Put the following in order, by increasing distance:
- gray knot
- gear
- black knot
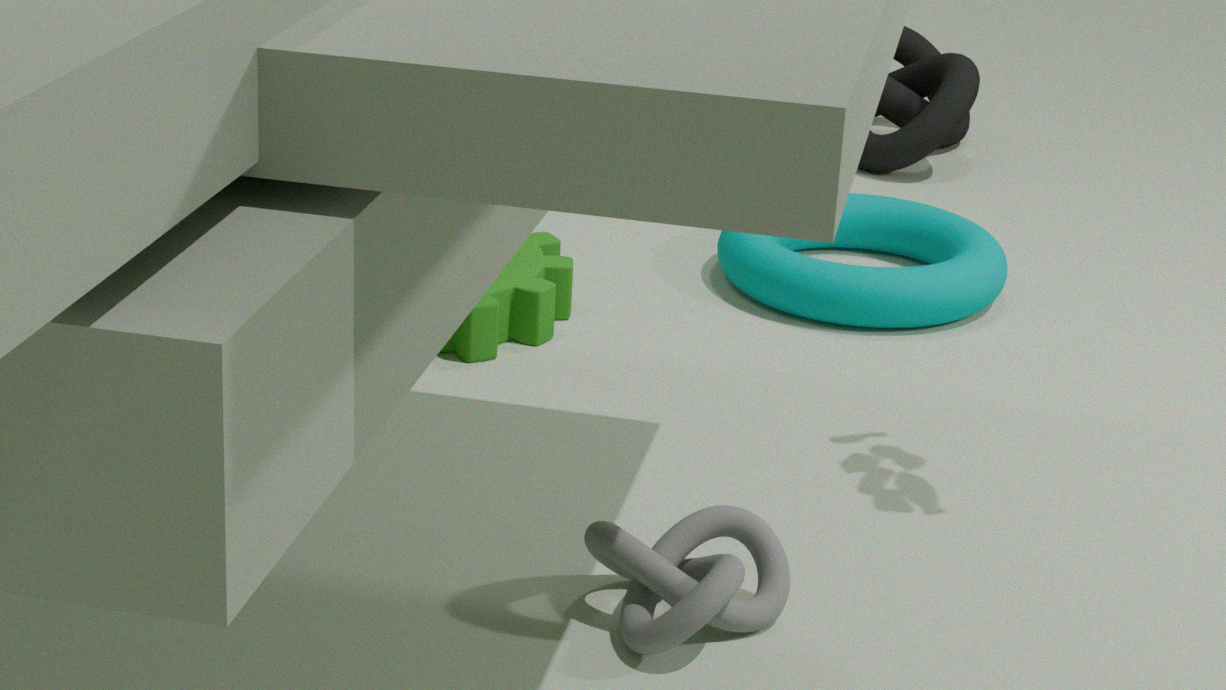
gray knot → gear → black knot
